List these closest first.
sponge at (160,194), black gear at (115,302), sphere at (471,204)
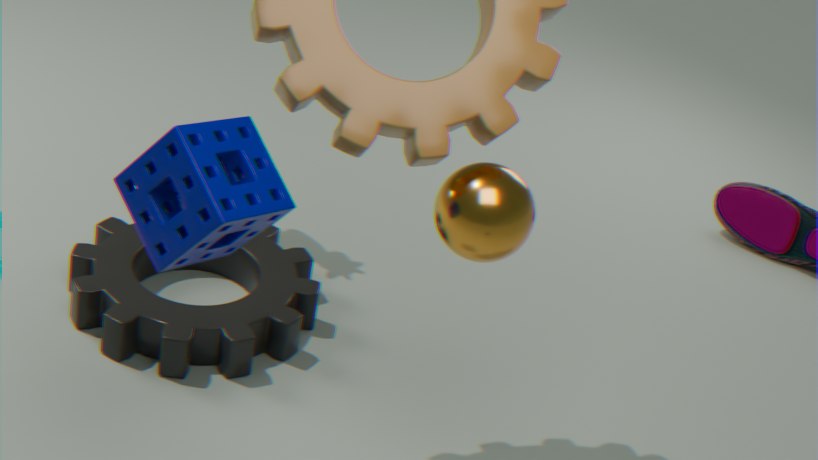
sponge at (160,194) < sphere at (471,204) < black gear at (115,302)
